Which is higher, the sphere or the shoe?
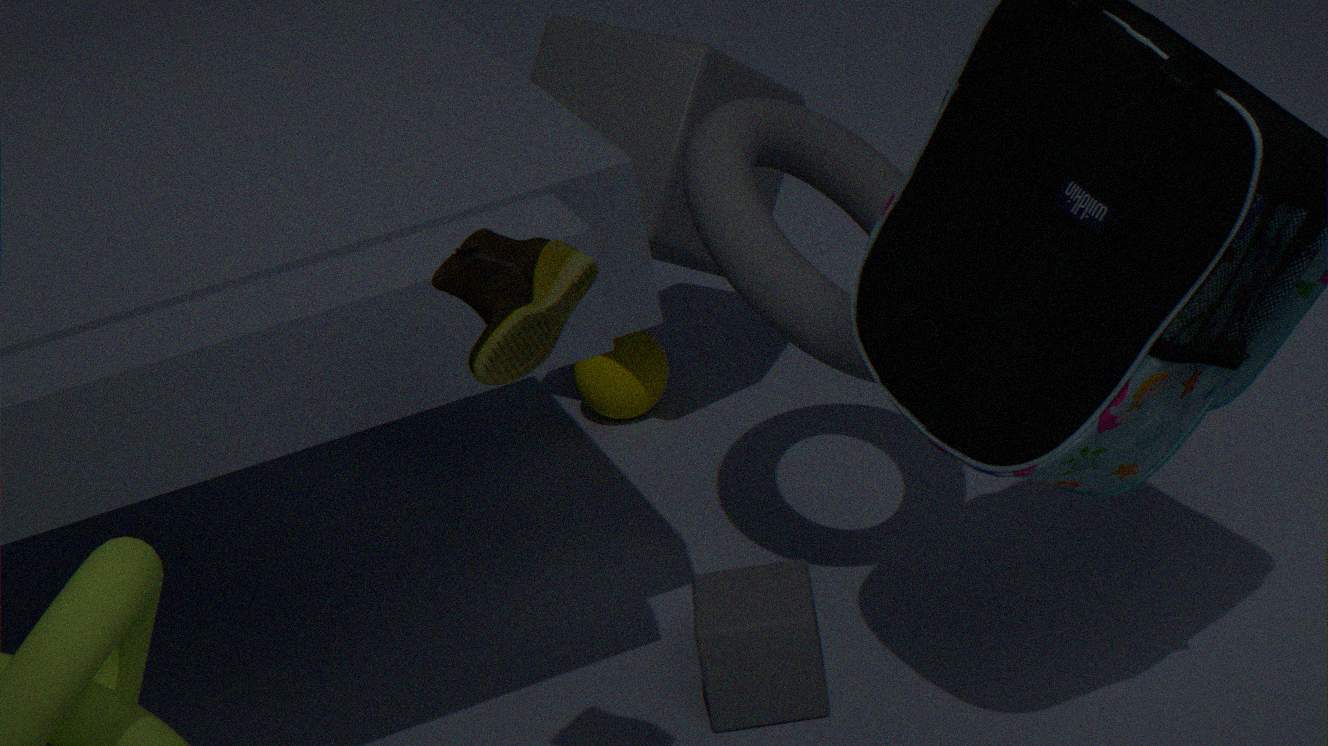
the shoe
